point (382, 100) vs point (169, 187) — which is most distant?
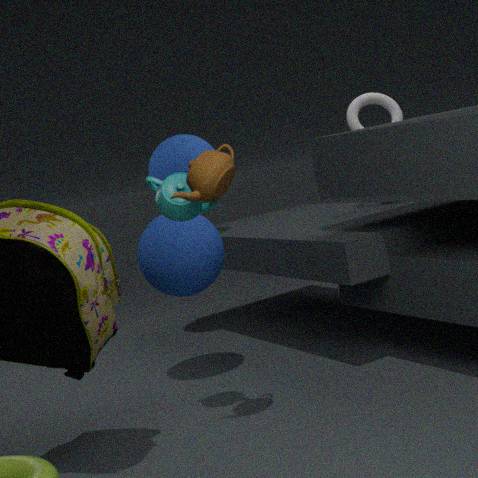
point (382, 100)
